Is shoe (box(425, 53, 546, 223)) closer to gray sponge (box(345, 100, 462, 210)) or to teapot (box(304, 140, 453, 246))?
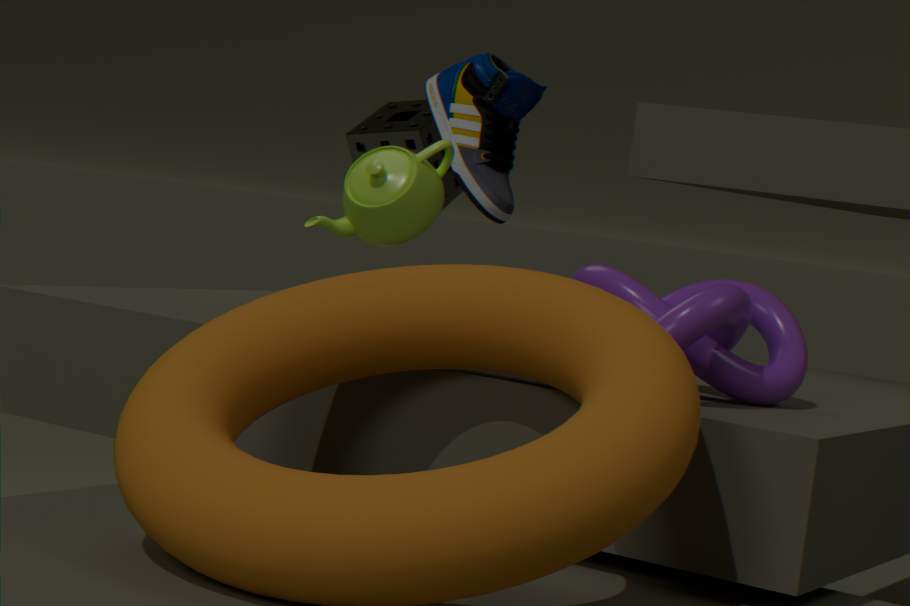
gray sponge (box(345, 100, 462, 210))
